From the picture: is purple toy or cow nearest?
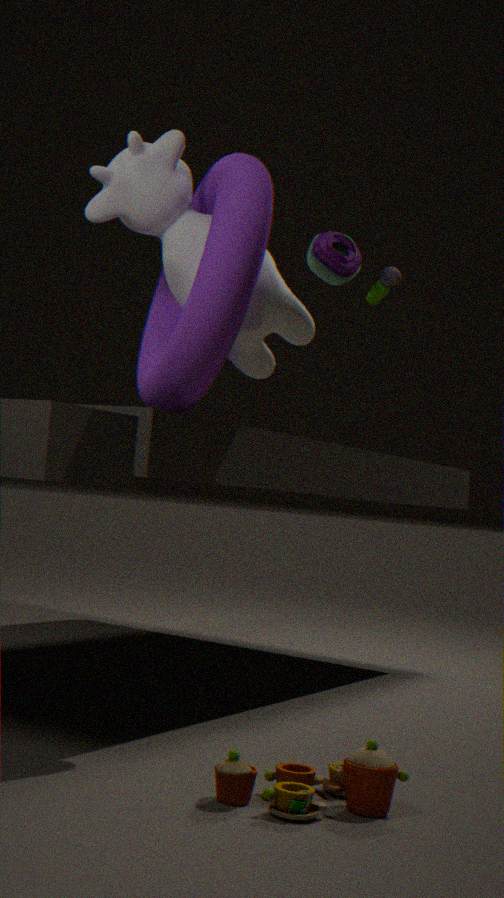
cow
